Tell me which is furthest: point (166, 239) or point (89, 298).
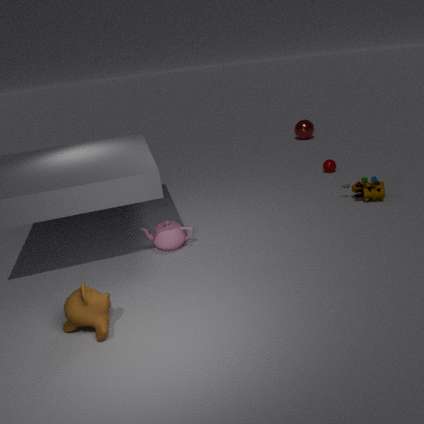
point (166, 239)
